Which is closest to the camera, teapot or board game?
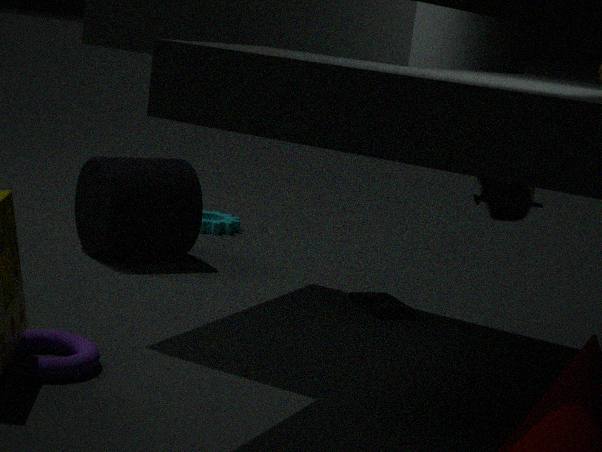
teapot
